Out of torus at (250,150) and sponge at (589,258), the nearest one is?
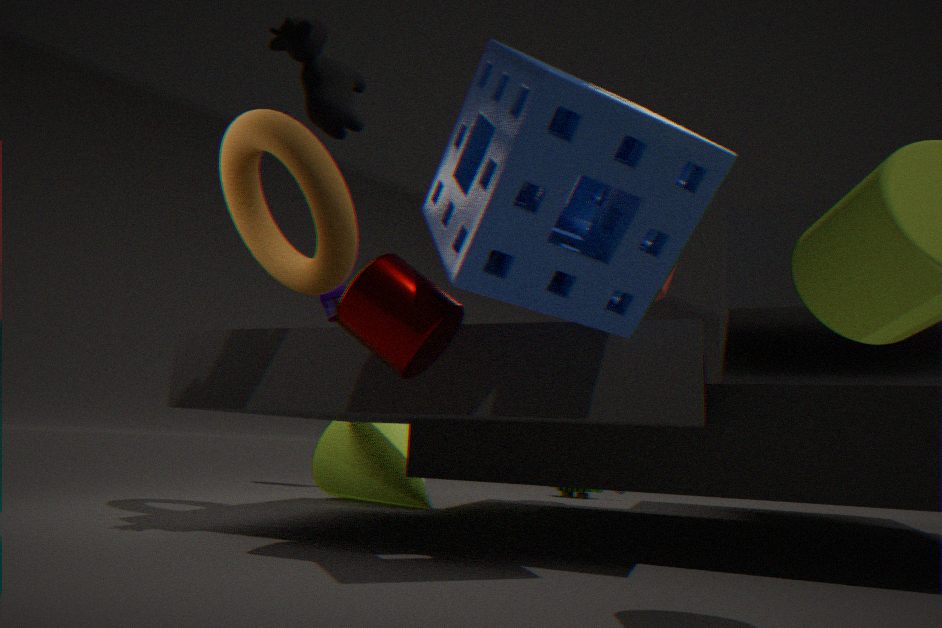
sponge at (589,258)
